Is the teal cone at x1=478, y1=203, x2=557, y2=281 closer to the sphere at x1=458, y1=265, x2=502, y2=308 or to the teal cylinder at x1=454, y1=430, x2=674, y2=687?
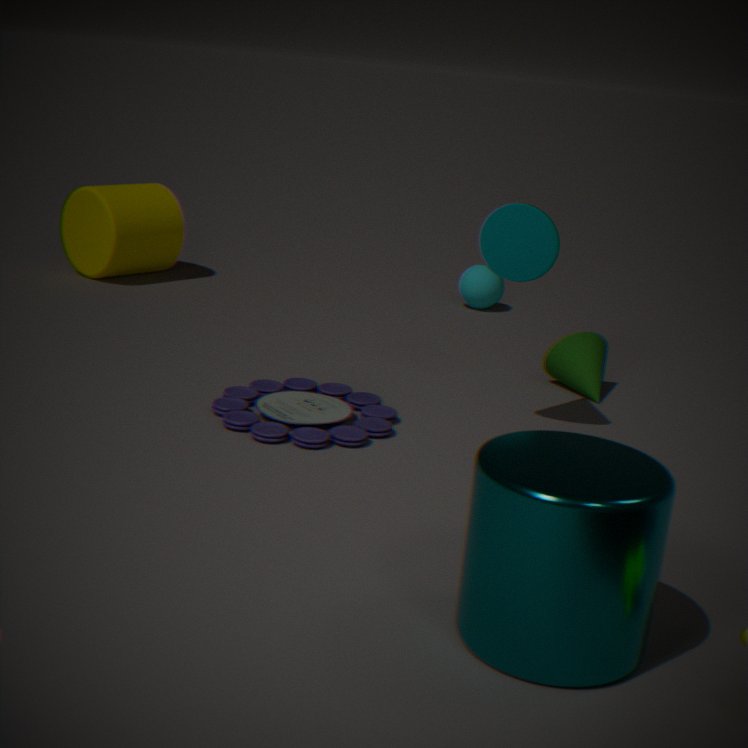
the teal cylinder at x1=454, y1=430, x2=674, y2=687
